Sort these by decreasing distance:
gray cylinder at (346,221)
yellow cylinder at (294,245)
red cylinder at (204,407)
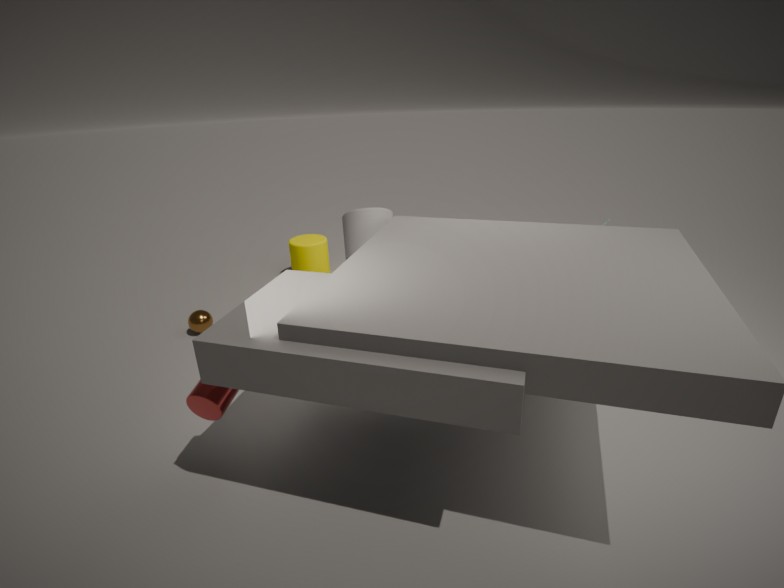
yellow cylinder at (294,245)
gray cylinder at (346,221)
red cylinder at (204,407)
